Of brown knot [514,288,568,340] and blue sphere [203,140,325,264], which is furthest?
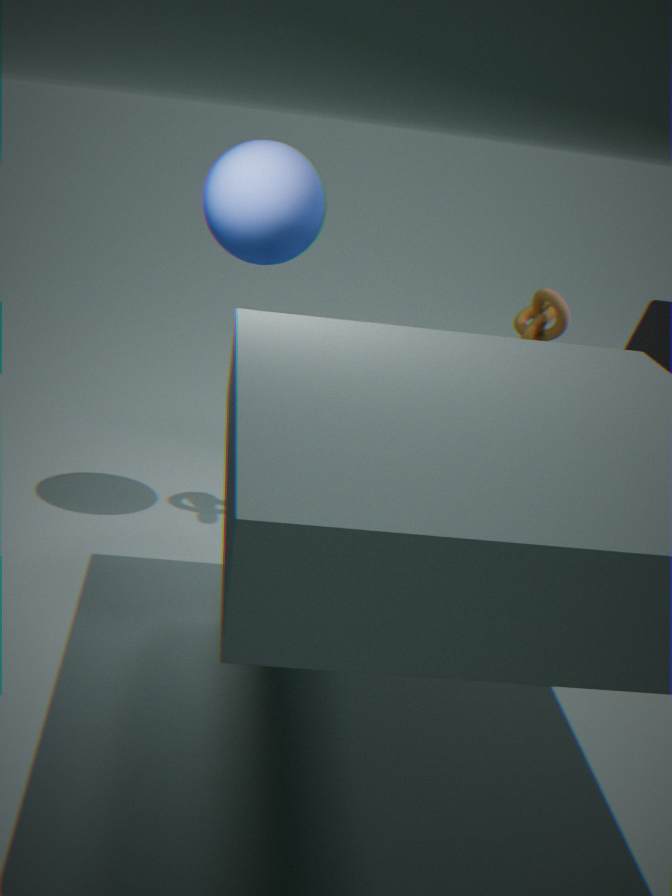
brown knot [514,288,568,340]
